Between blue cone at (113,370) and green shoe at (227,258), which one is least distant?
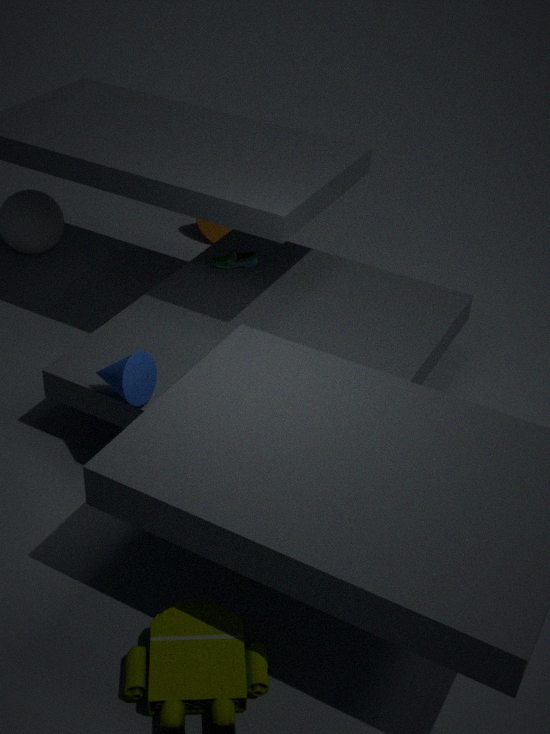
blue cone at (113,370)
